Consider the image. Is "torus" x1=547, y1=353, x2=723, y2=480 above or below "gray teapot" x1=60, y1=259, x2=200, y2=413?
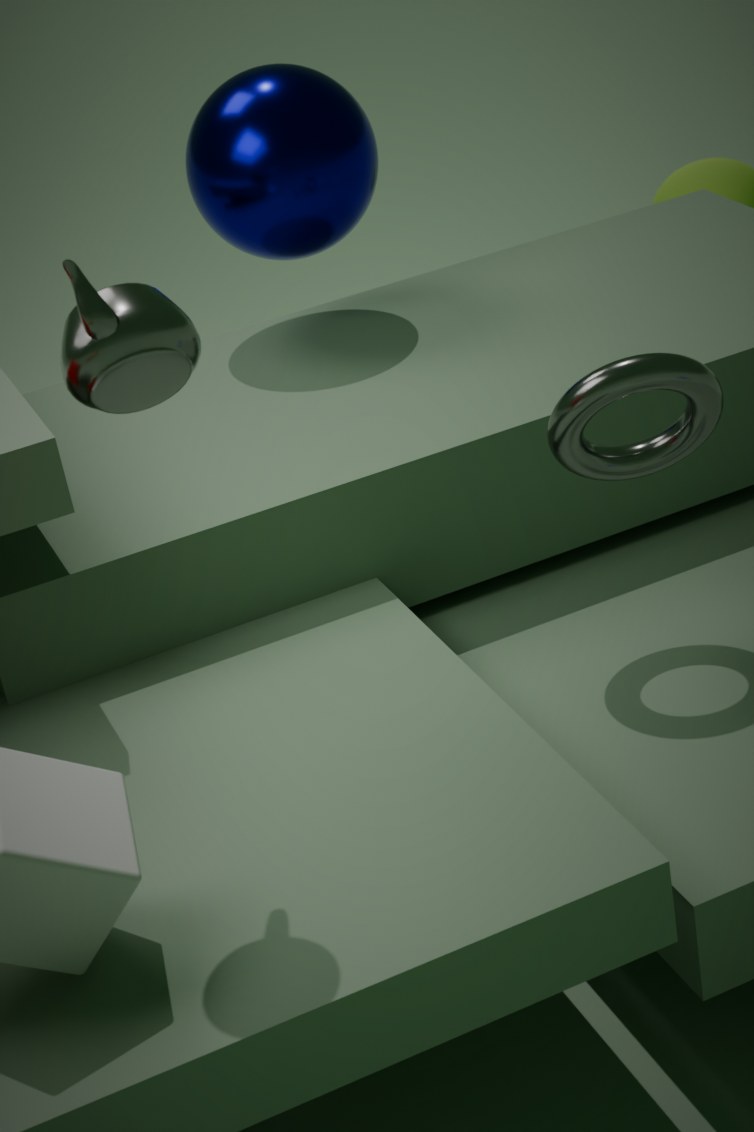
below
